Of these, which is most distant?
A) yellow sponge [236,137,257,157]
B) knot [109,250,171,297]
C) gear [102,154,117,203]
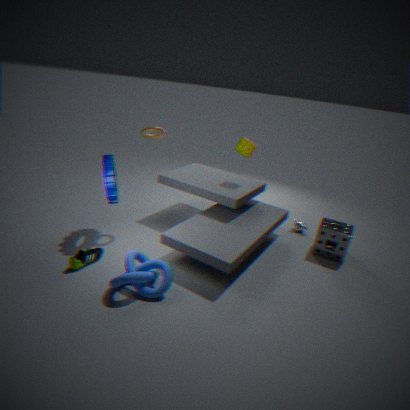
yellow sponge [236,137,257,157]
